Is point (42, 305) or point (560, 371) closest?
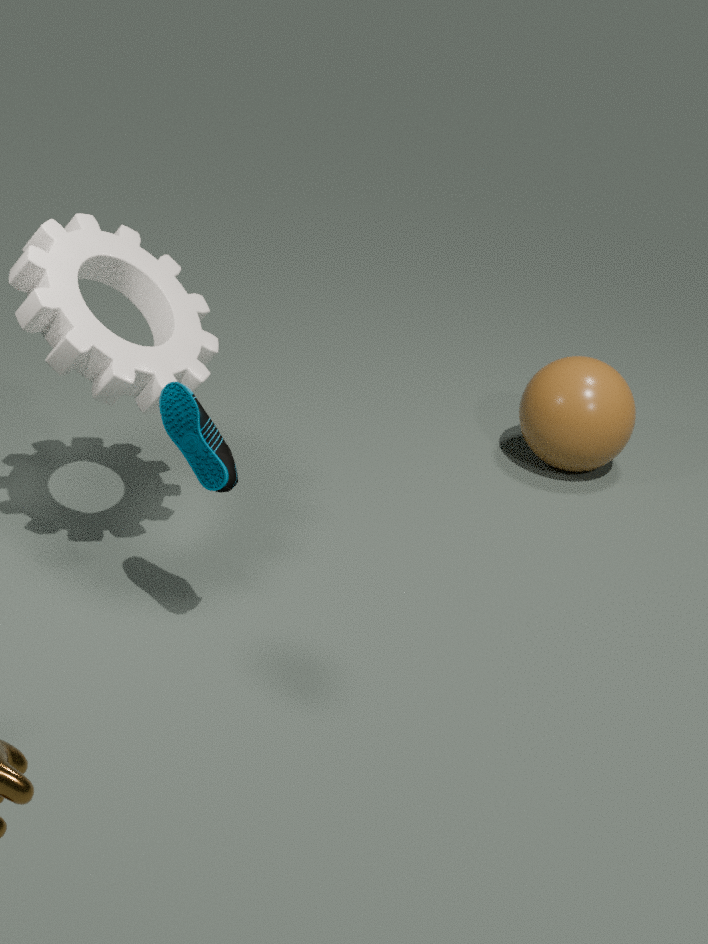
point (42, 305)
